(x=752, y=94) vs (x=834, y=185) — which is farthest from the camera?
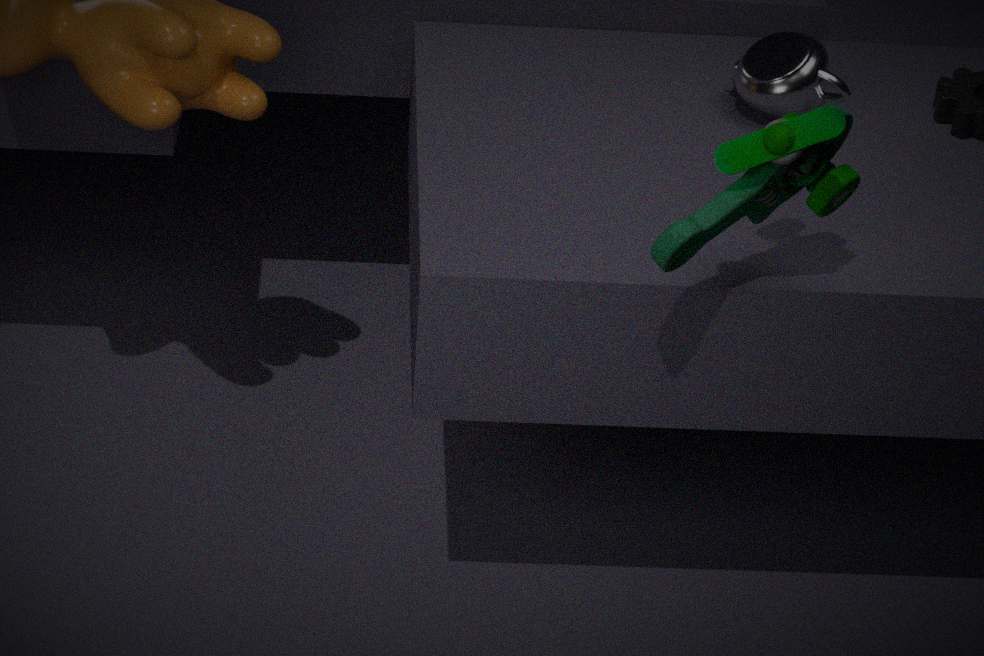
(x=752, y=94)
